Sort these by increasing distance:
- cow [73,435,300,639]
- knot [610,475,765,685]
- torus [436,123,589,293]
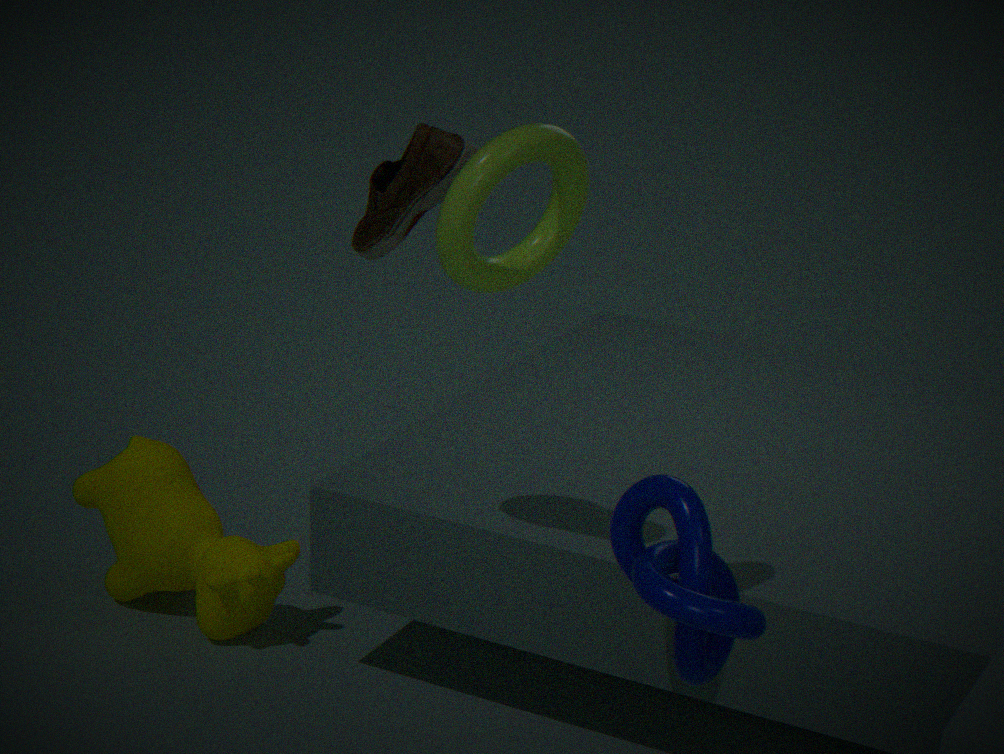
knot [610,475,765,685] < torus [436,123,589,293] < cow [73,435,300,639]
